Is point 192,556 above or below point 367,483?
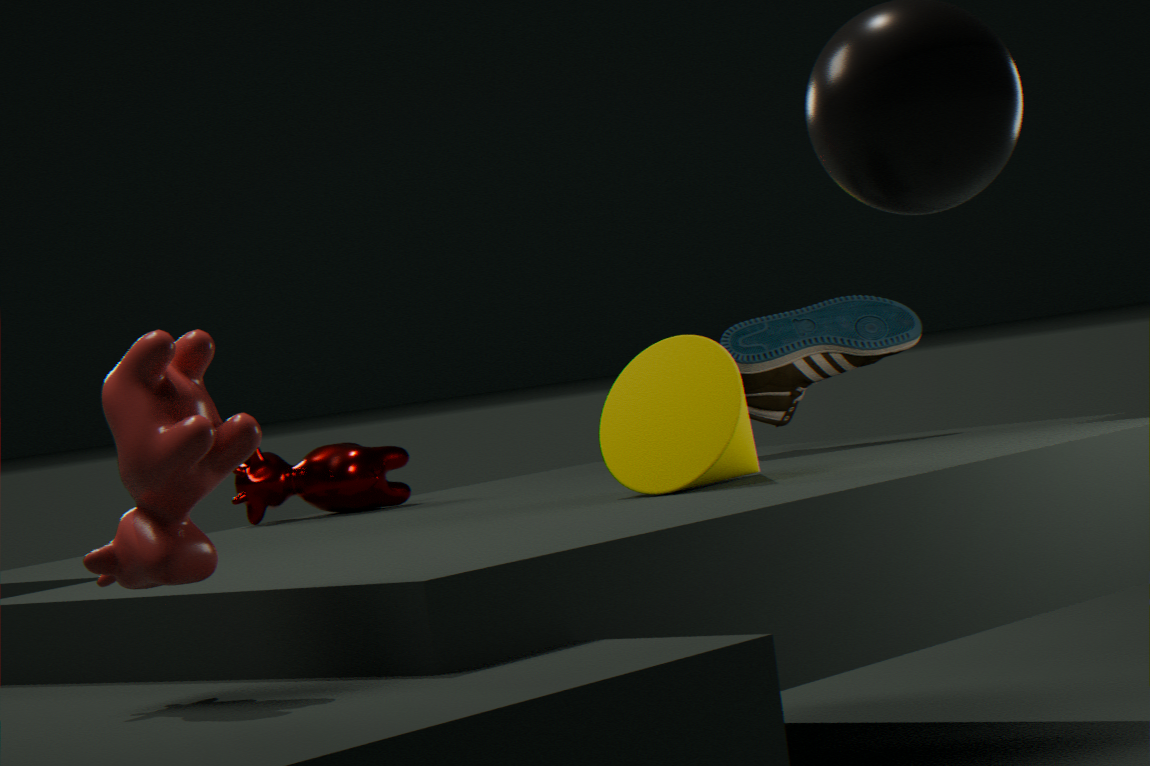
above
